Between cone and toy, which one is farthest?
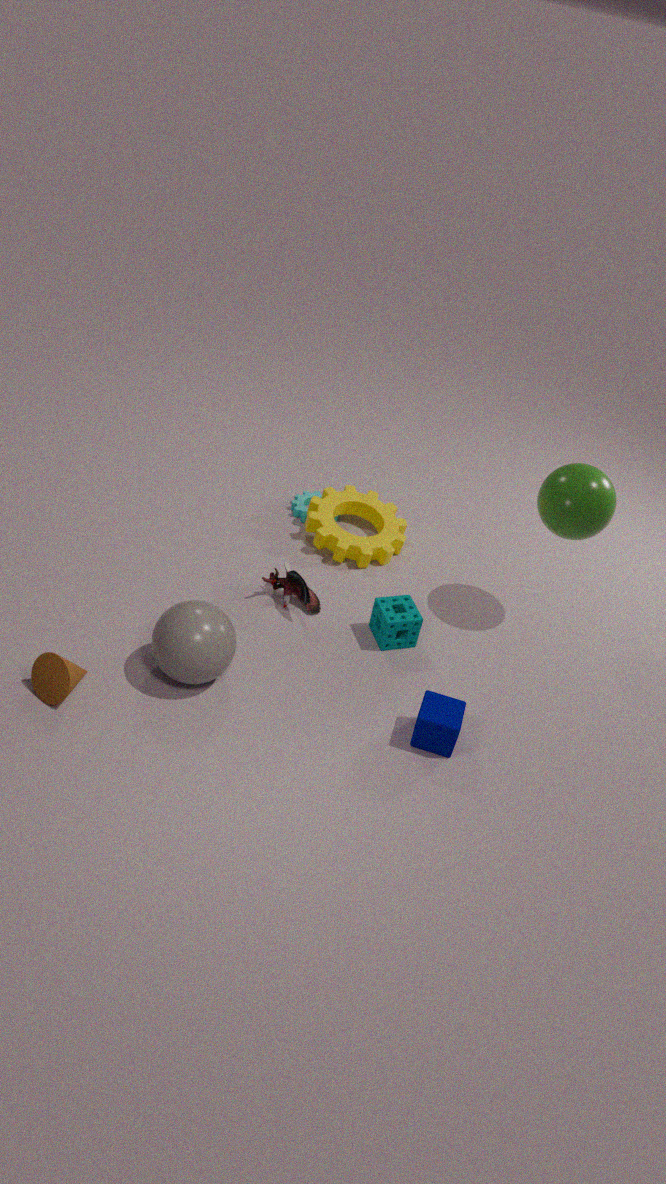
toy
